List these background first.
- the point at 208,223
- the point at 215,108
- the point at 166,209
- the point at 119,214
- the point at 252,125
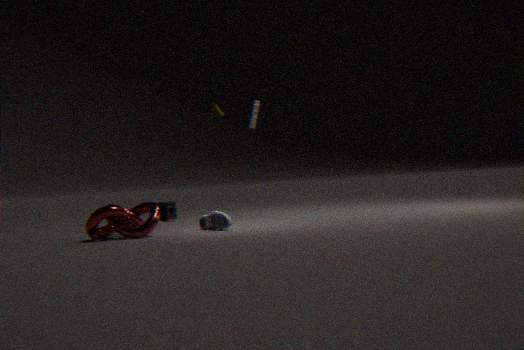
the point at 166,209 → the point at 252,125 → the point at 215,108 → the point at 208,223 → the point at 119,214
